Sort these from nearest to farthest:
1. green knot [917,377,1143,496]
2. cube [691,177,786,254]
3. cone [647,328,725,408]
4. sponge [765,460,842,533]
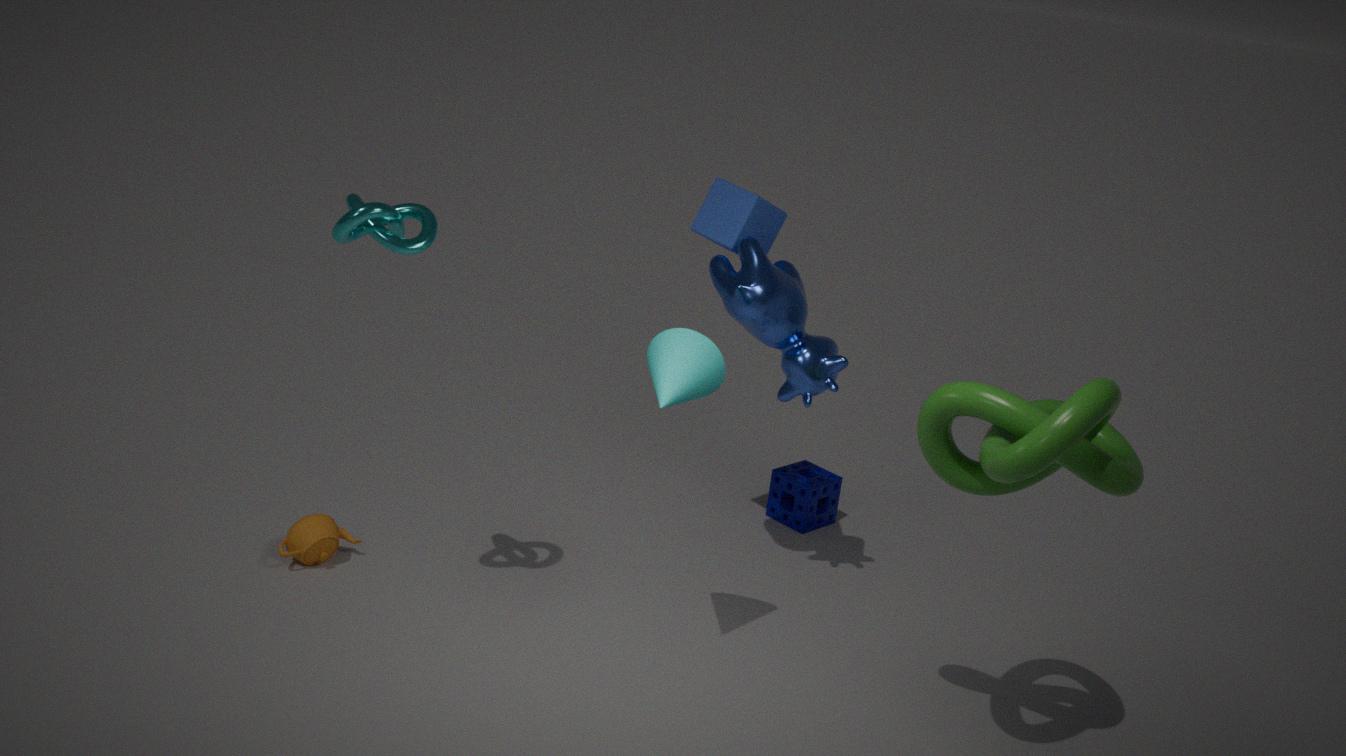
1. green knot [917,377,1143,496]
2. cone [647,328,725,408]
3. cube [691,177,786,254]
4. sponge [765,460,842,533]
